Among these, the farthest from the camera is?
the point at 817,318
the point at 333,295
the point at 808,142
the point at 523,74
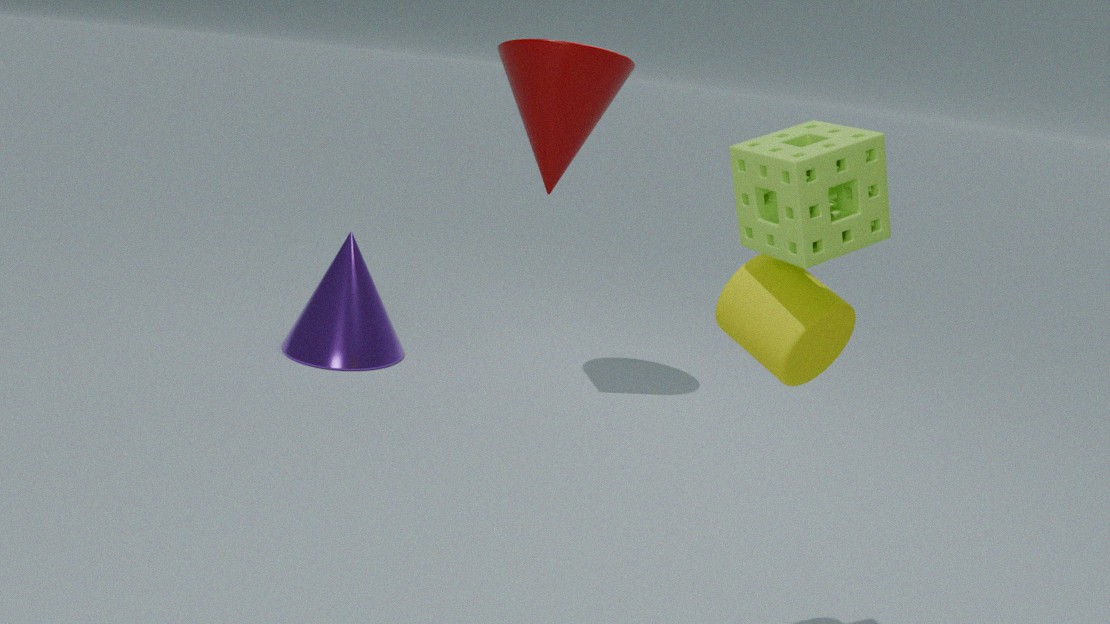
the point at 333,295
